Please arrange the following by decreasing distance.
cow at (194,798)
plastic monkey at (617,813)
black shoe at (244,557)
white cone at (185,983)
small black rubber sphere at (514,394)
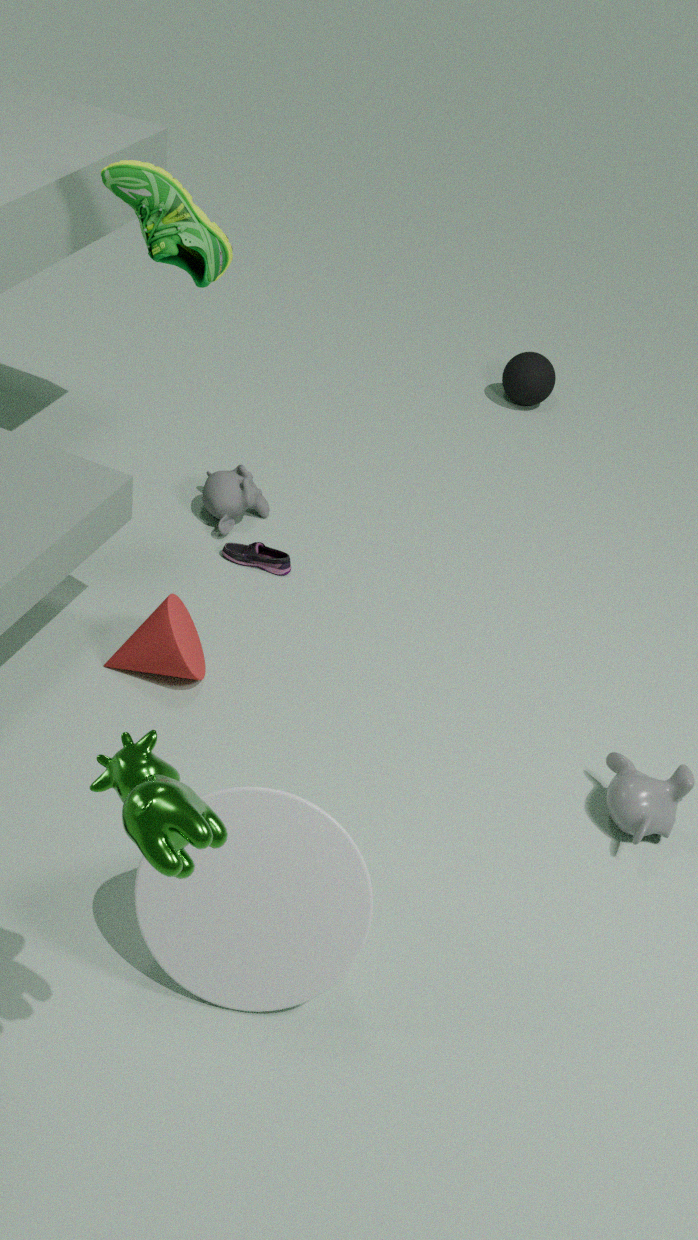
small black rubber sphere at (514,394)
black shoe at (244,557)
plastic monkey at (617,813)
white cone at (185,983)
cow at (194,798)
